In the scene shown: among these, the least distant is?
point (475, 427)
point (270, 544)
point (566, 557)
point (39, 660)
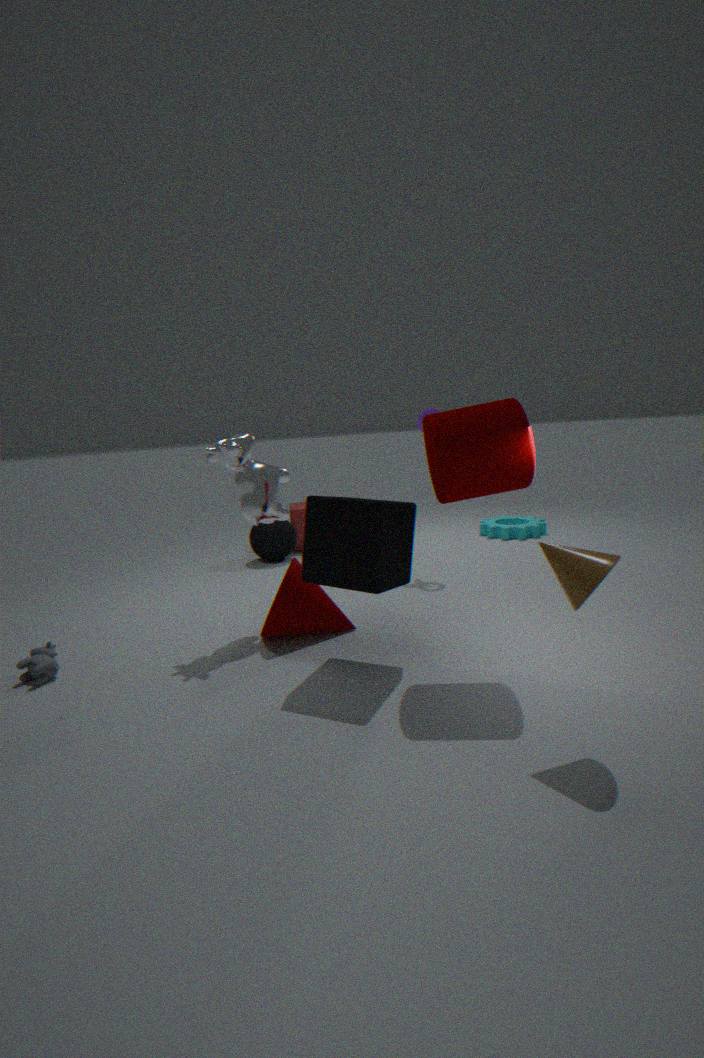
point (566, 557)
